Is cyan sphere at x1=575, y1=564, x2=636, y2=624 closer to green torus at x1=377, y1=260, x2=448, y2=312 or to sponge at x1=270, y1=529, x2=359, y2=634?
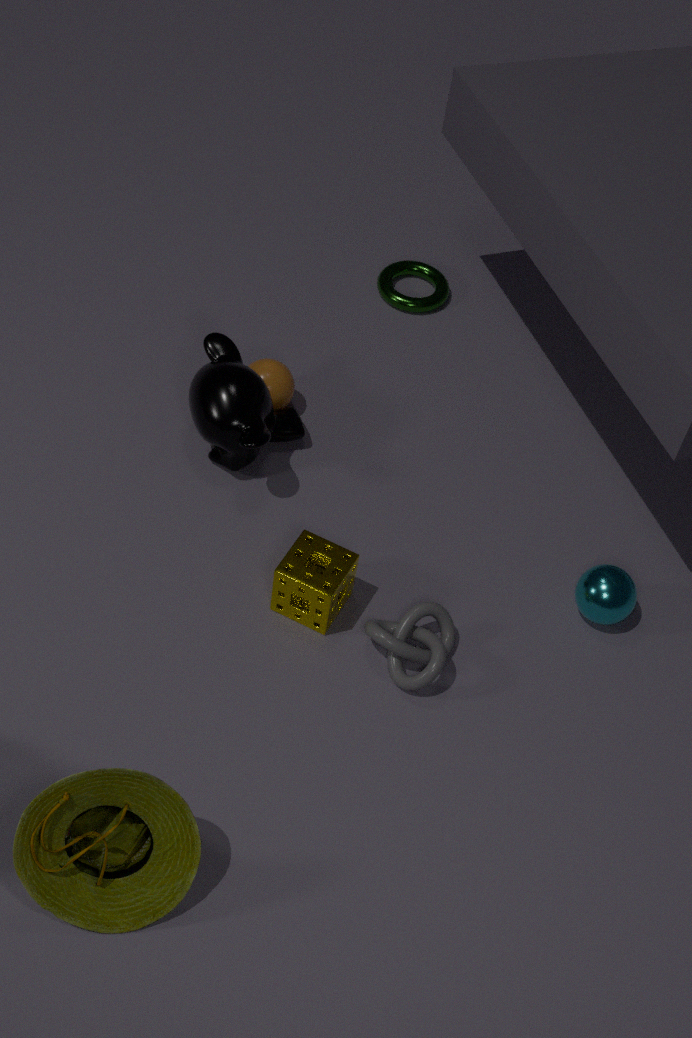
sponge at x1=270, y1=529, x2=359, y2=634
